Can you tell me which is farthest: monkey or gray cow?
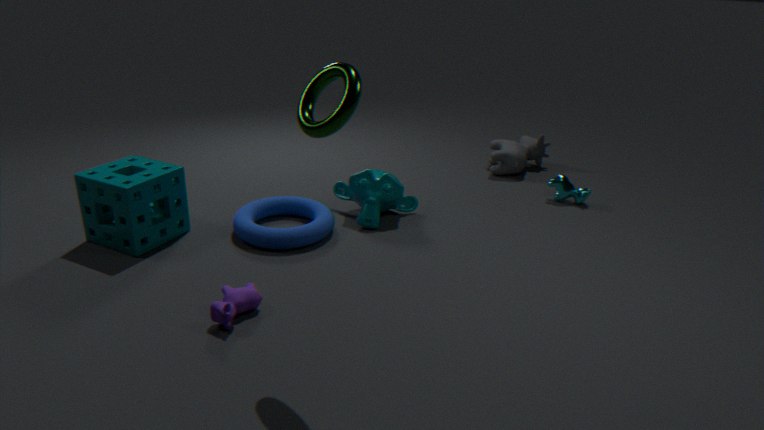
gray cow
